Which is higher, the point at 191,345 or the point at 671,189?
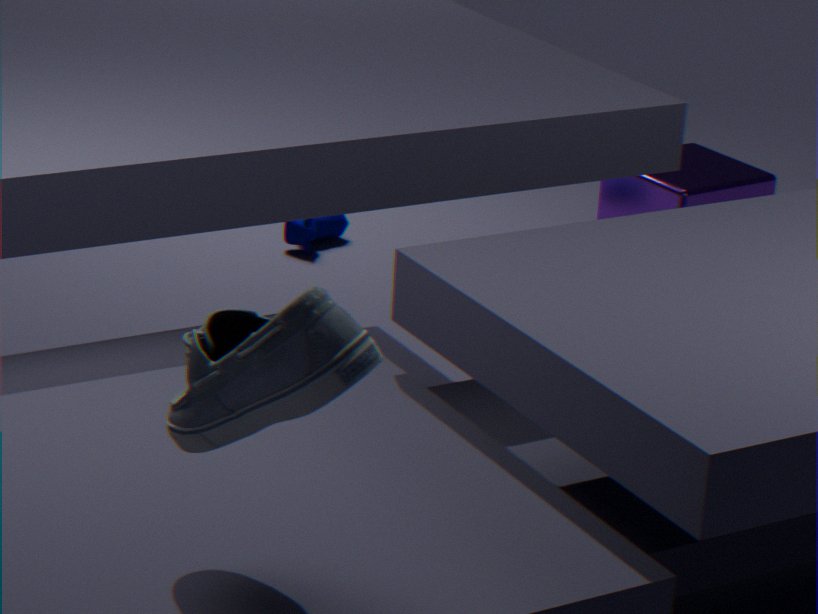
the point at 191,345
